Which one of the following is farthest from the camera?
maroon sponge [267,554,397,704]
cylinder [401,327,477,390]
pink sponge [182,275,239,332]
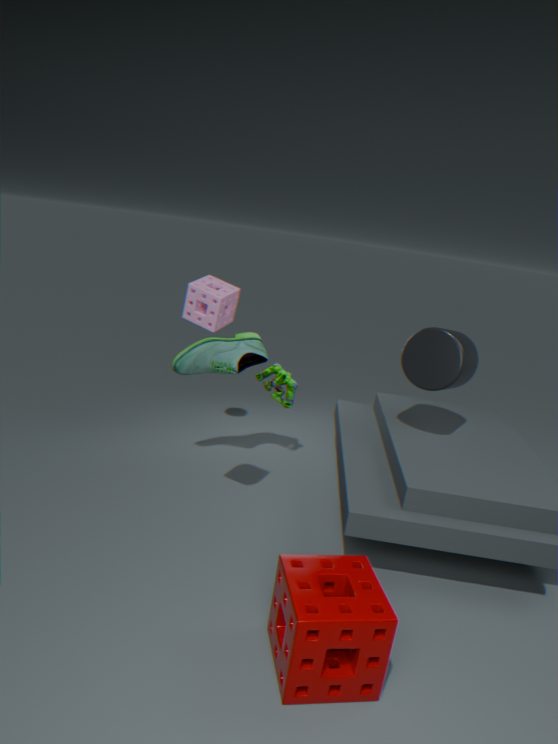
cylinder [401,327,477,390]
